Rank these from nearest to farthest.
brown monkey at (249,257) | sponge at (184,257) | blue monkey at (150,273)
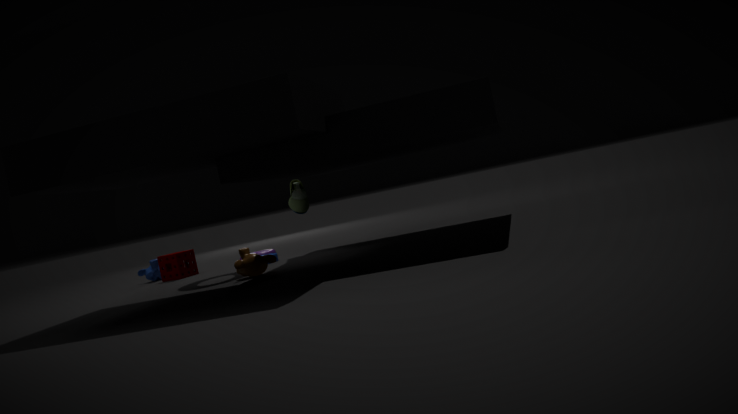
1. brown monkey at (249,257)
2. sponge at (184,257)
3. blue monkey at (150,273)
